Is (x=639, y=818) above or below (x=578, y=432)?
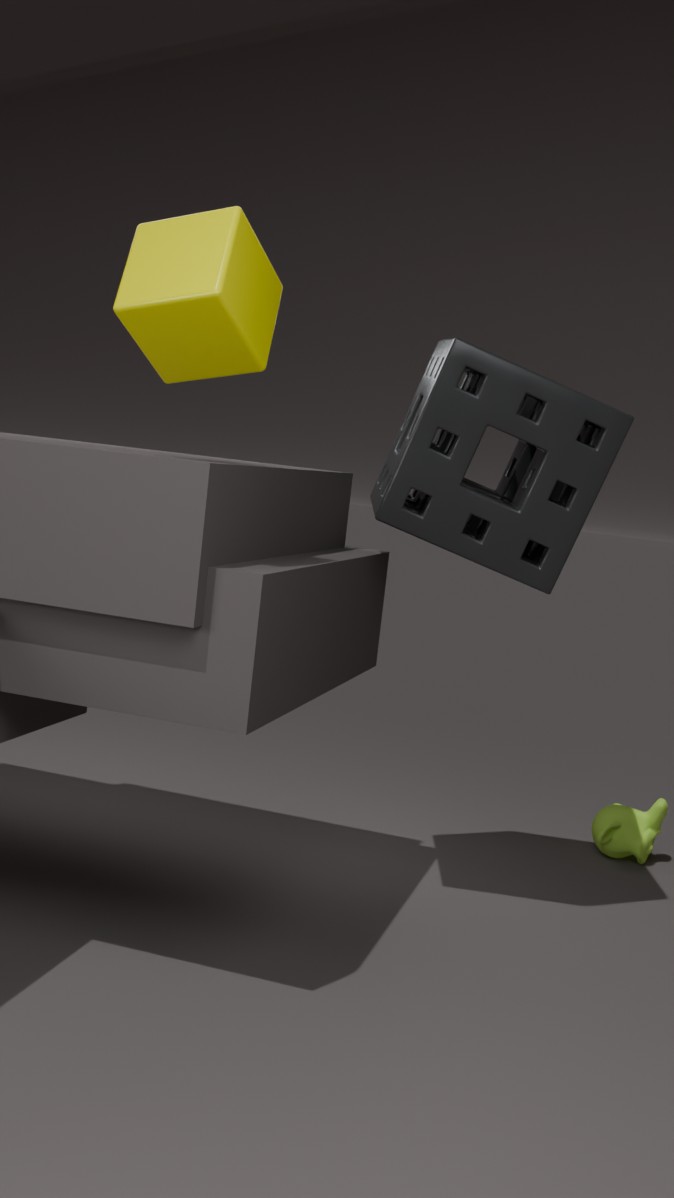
below
